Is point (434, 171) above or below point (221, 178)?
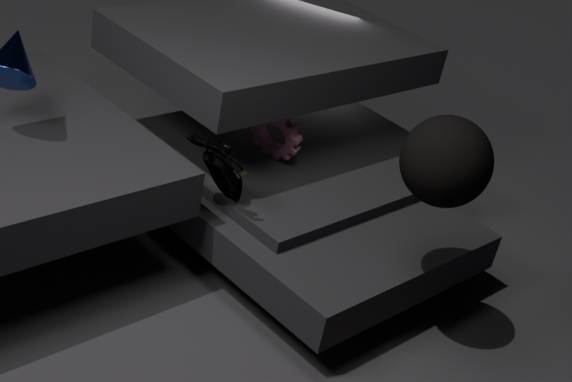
above
